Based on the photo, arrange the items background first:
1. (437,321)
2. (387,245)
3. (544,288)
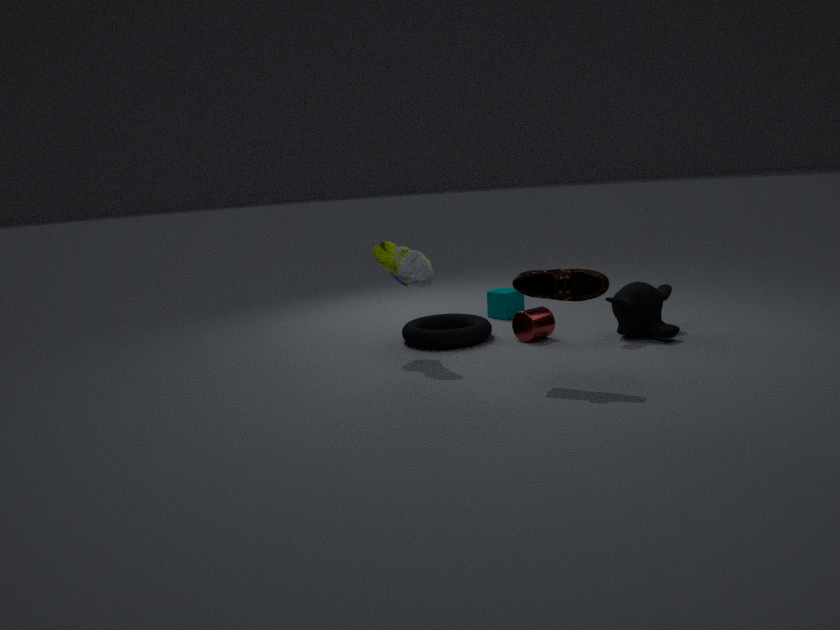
(437,321)
(387,245)
(544,288)
